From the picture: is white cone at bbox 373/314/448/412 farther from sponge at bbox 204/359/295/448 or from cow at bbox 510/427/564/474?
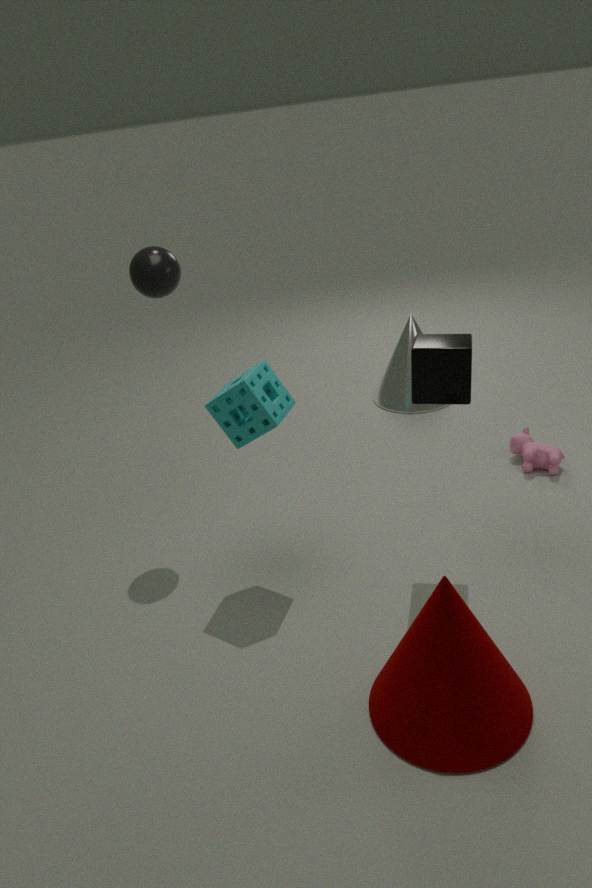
sponge at bbox 204/359/295/448
